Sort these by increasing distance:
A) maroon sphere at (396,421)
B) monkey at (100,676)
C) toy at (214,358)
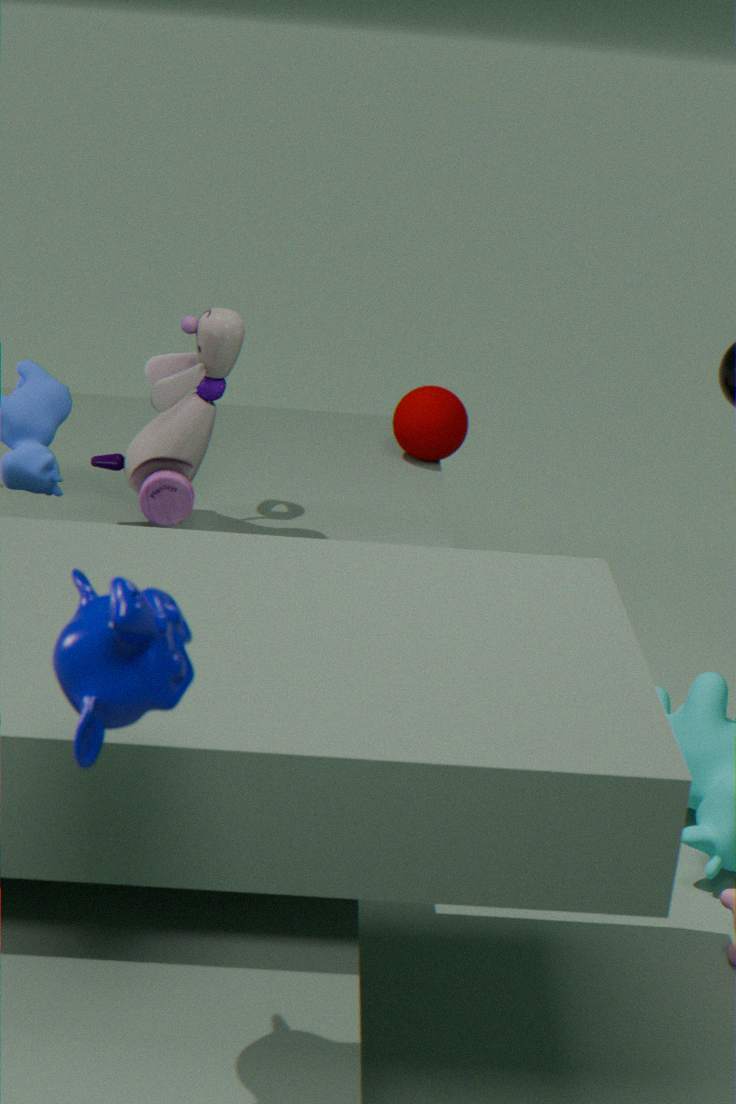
monkey at (100,676), toy at (214,358), maroon sphere at (396,421)
